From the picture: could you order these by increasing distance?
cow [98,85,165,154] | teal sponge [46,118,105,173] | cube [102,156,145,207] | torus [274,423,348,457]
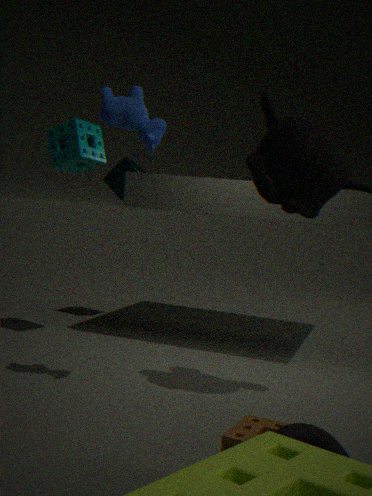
torus [274,423,348,457], cow [98,85,165,154], teal sponge [46,118,105,173], cube [102,156,145,207]
